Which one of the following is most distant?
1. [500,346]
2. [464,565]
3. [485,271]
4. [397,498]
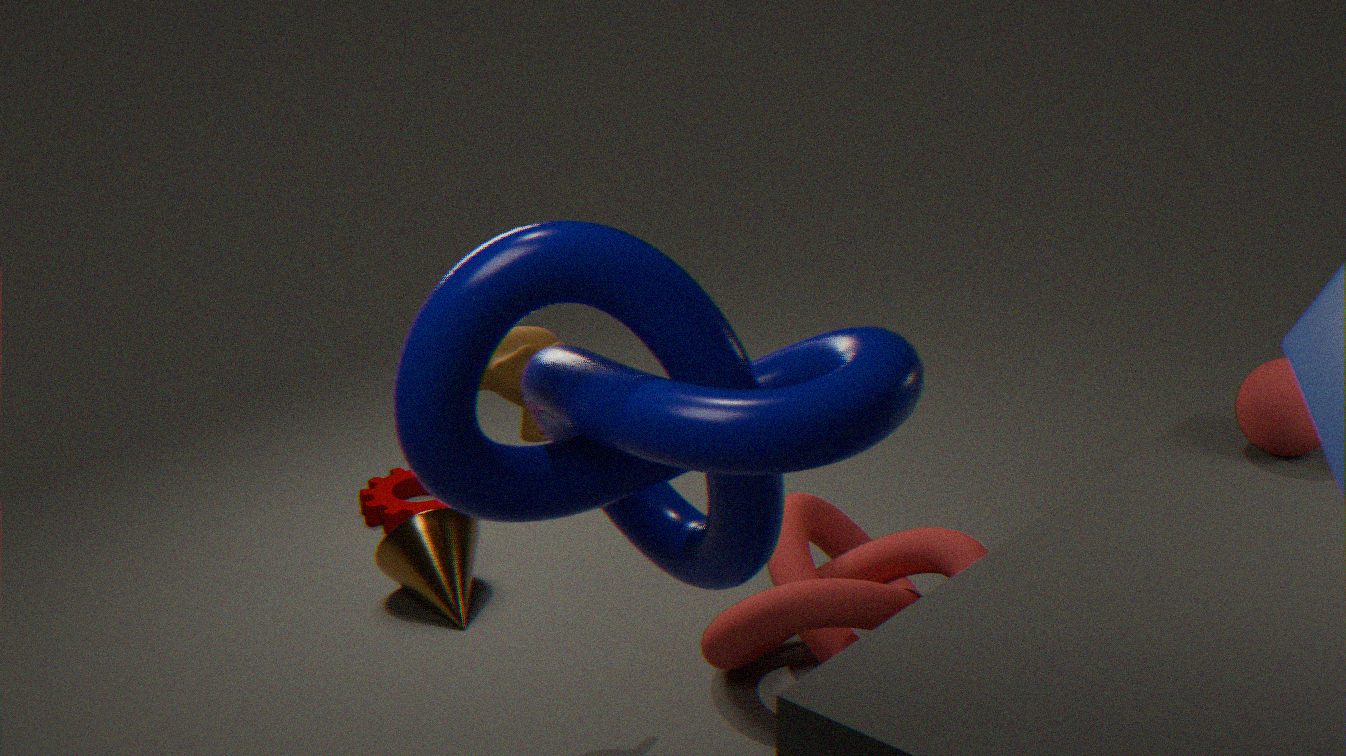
[397,498]
